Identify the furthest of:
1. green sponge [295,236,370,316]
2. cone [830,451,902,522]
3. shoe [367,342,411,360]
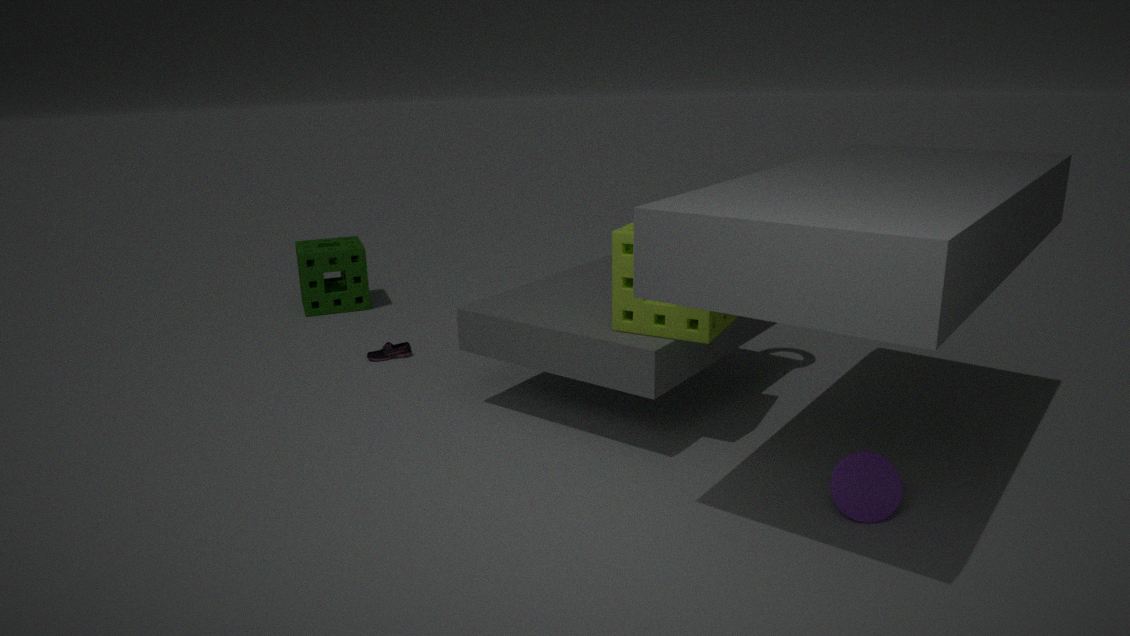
green sponge [295,236,370,316]
